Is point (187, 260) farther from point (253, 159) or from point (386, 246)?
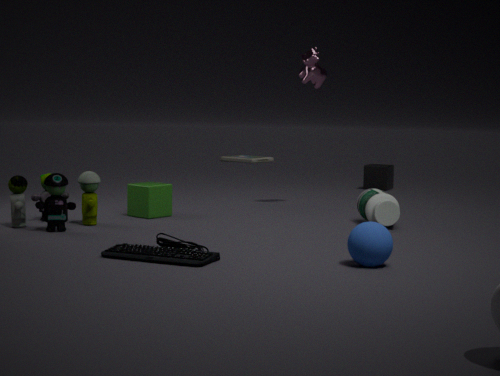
point (253, 159)
